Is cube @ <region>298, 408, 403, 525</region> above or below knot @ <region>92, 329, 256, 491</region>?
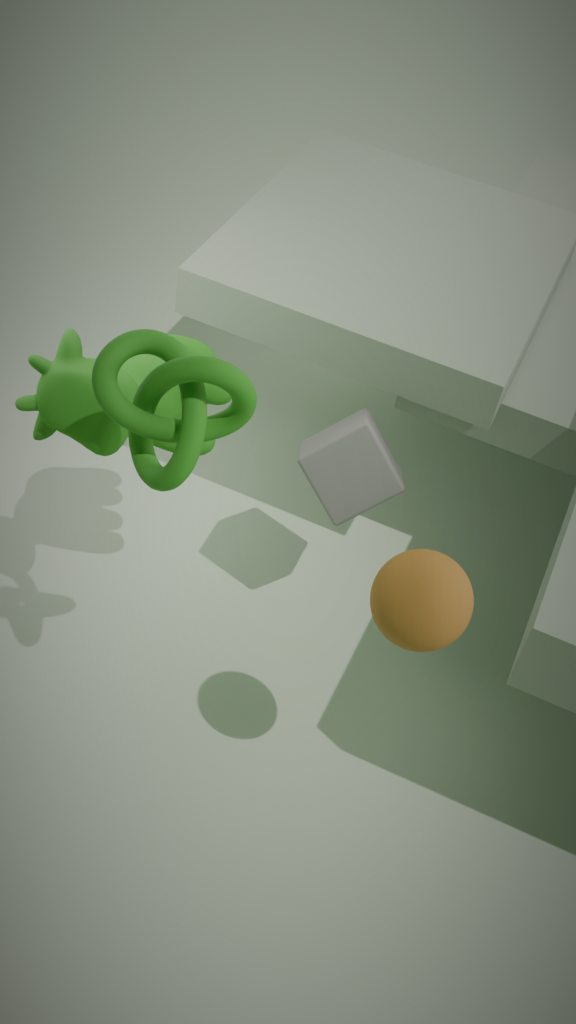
below
